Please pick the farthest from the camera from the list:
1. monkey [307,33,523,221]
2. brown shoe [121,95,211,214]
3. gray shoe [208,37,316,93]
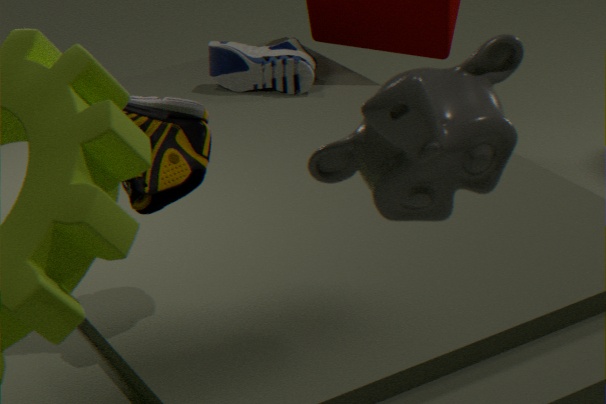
gray shoe [208,37,316,93]
